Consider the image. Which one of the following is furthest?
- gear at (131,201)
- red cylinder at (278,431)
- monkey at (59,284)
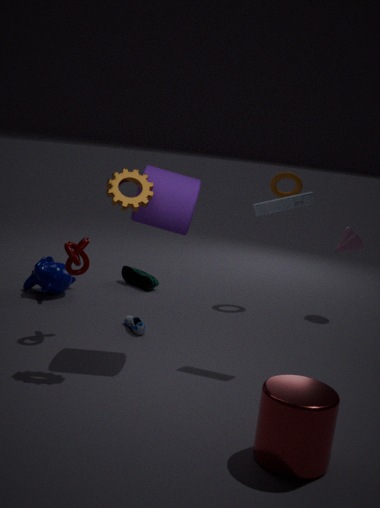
monkey at (59,284)
